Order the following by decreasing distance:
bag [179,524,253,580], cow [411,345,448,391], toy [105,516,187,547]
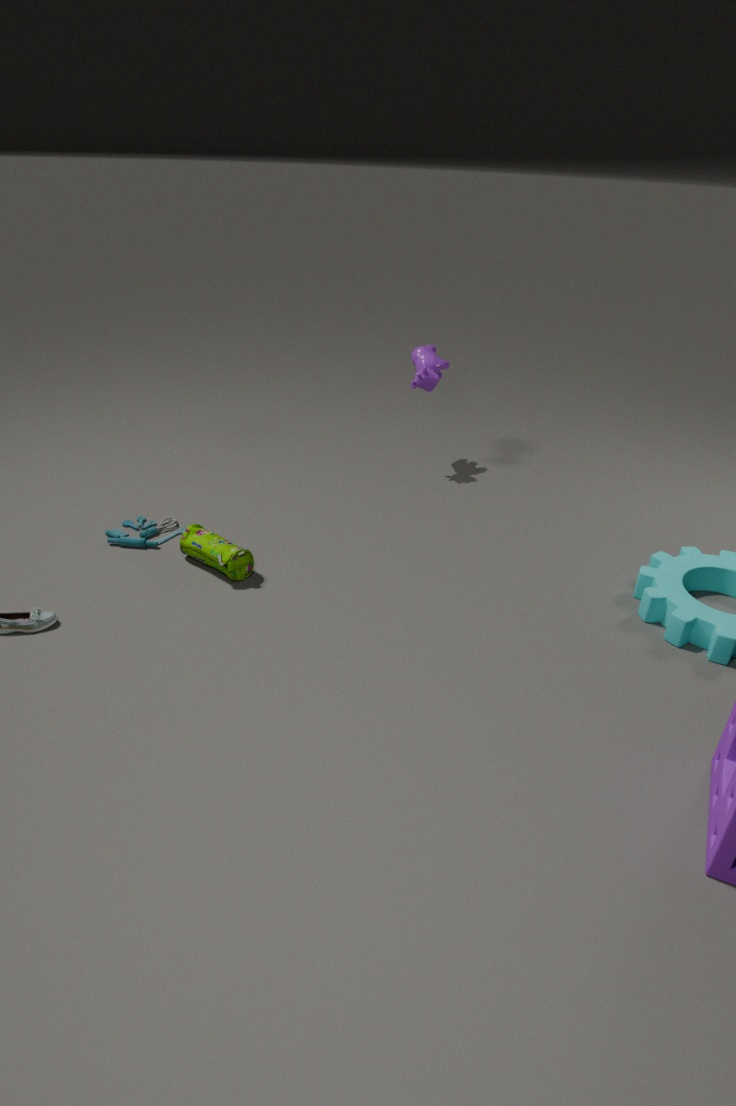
cow [411,345,448,391], toy [105,516,187,547], bag [179,524,253,580]
